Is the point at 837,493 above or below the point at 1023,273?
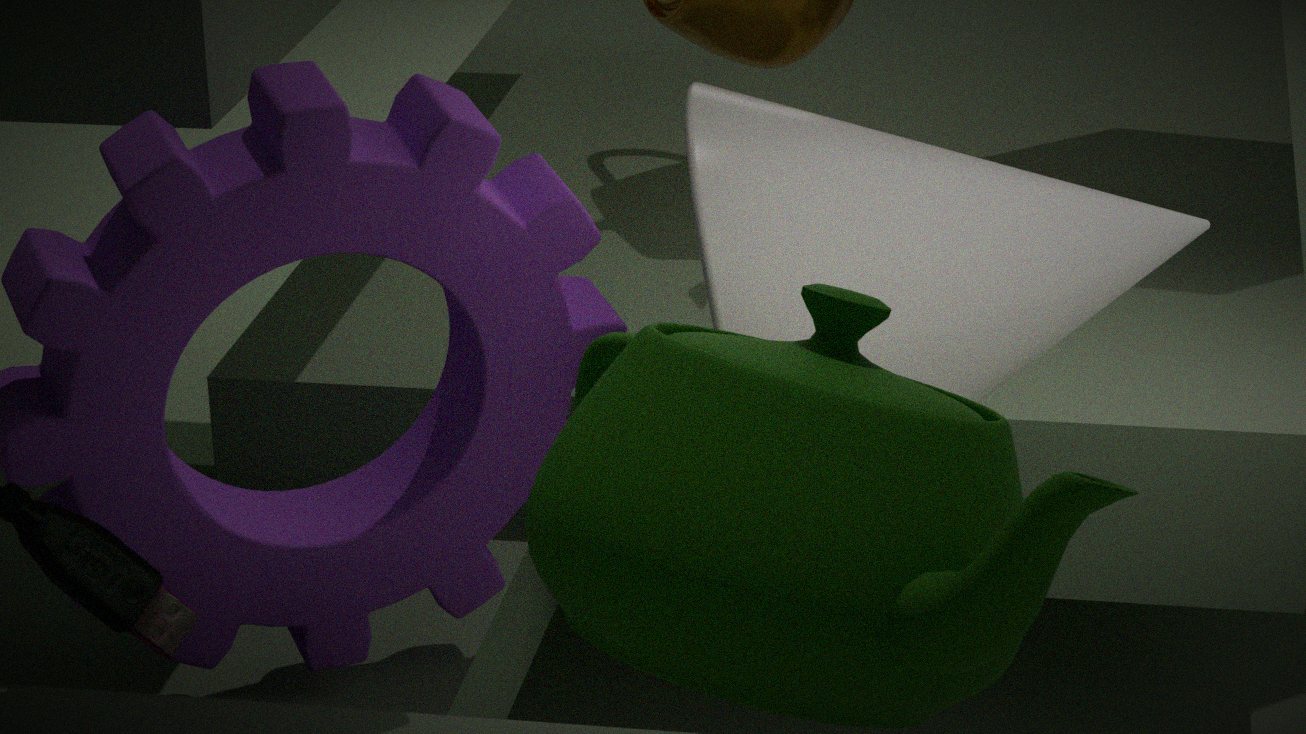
above
